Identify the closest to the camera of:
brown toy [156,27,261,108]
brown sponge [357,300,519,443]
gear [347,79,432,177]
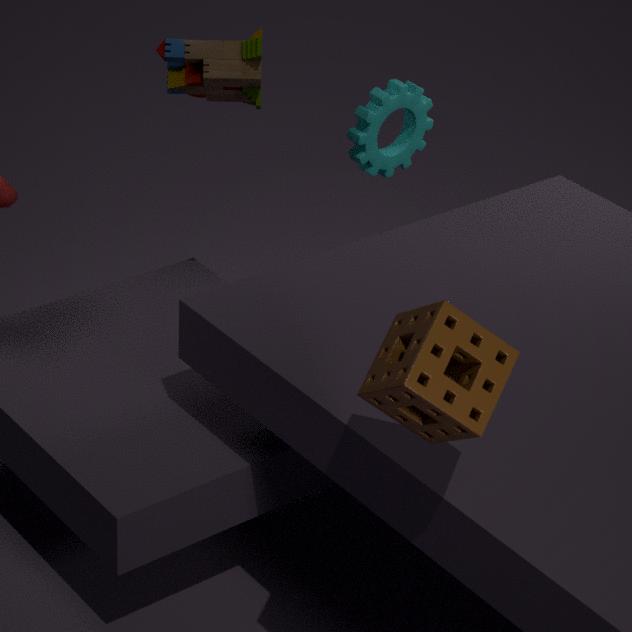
brown sponge [357,300,519,443]
